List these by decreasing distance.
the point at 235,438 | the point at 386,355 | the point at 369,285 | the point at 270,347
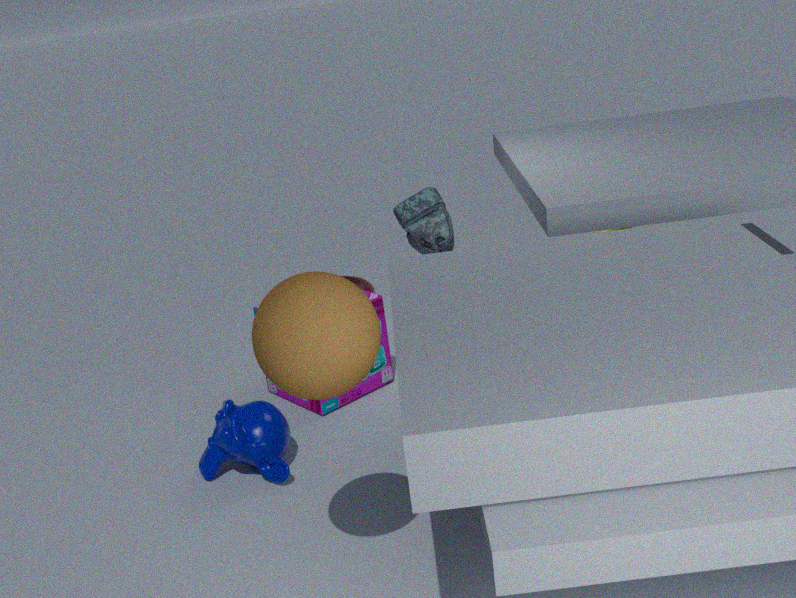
the point at 369,285, the point at 386,355, the point at 235,438, the point at 270,347
